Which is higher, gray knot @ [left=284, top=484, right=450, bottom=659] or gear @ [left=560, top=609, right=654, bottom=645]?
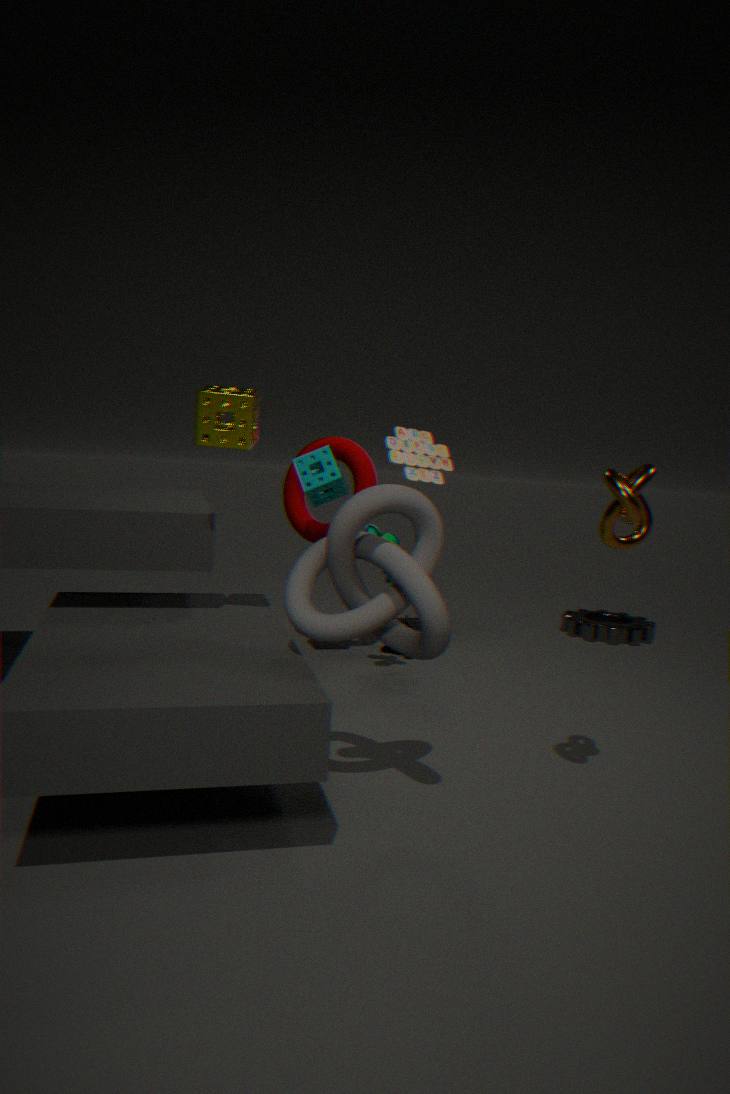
gray knot @ [left=284, top=484, right=450, bottom=659]
